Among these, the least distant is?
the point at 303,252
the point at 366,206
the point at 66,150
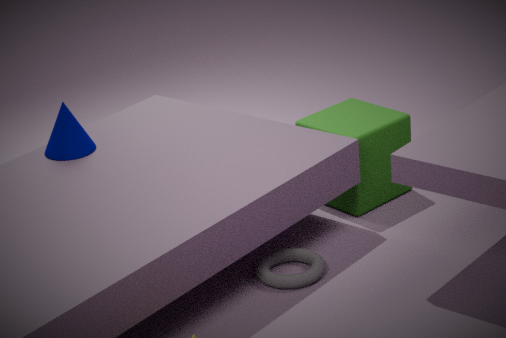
the point at 303,252
